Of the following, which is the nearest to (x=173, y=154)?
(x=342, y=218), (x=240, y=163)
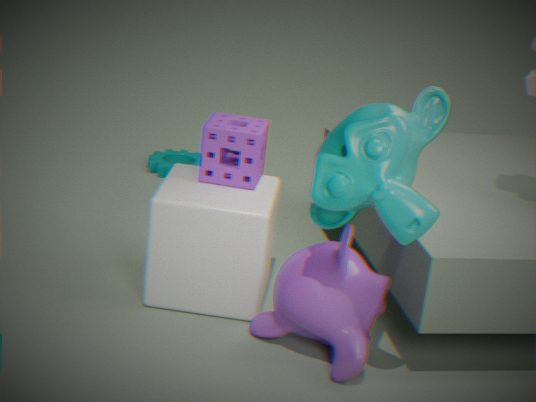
(x=240, y=163)
